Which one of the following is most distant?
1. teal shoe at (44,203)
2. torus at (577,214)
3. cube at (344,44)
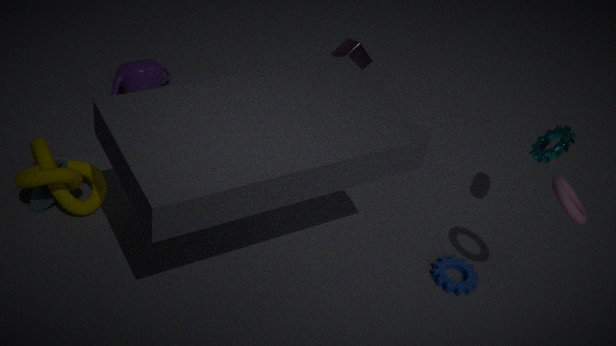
cube at (344,44)
